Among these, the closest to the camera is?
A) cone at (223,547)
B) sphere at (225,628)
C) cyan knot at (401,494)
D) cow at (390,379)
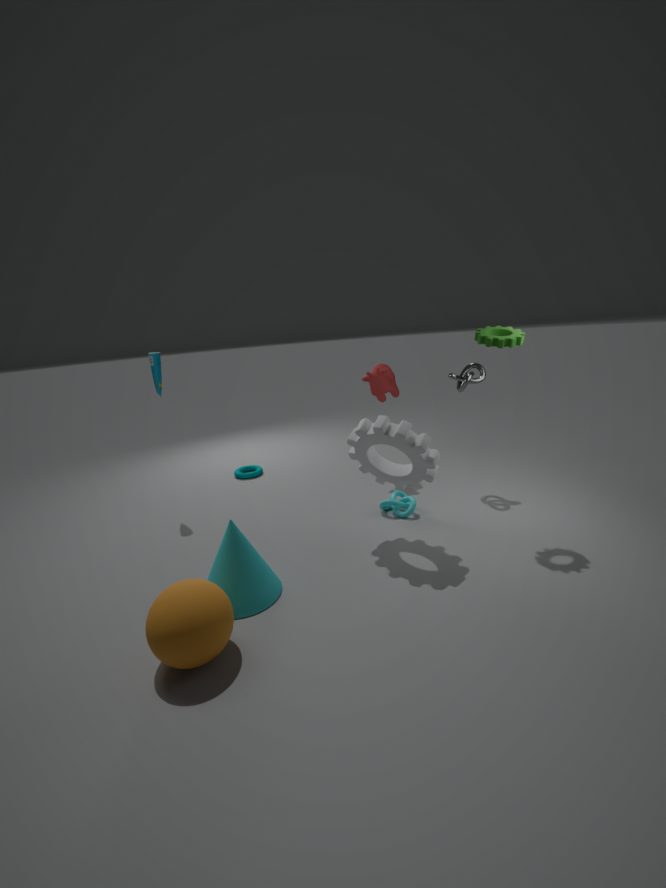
sphere at (225,628)
